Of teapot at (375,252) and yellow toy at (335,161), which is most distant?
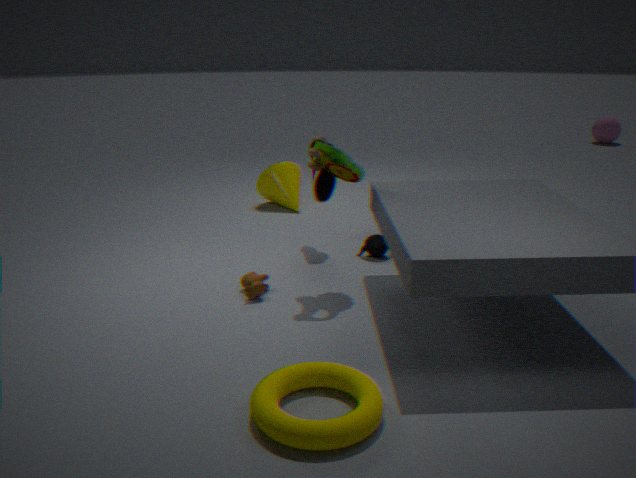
teapot at (375,252)
